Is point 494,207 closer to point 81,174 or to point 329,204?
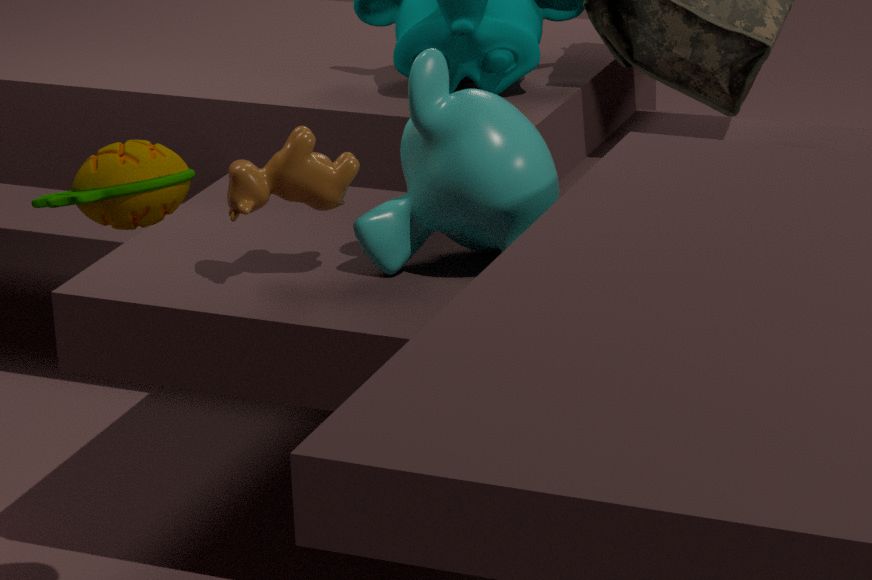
point 329,204
